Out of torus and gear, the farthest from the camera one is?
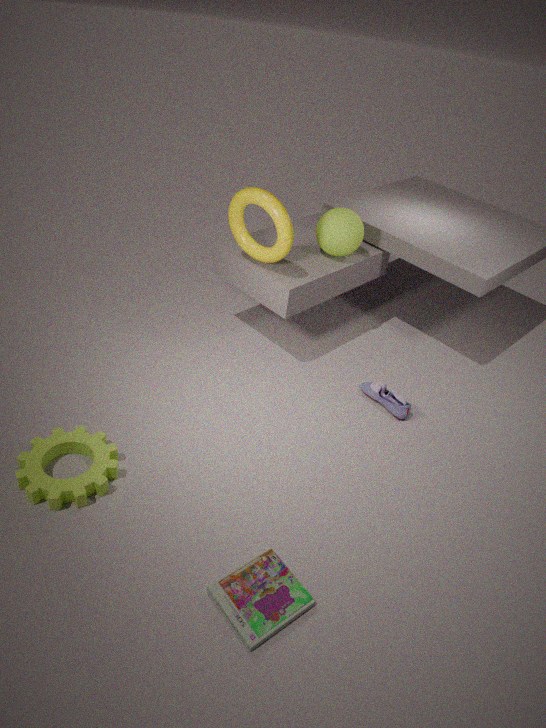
torus
